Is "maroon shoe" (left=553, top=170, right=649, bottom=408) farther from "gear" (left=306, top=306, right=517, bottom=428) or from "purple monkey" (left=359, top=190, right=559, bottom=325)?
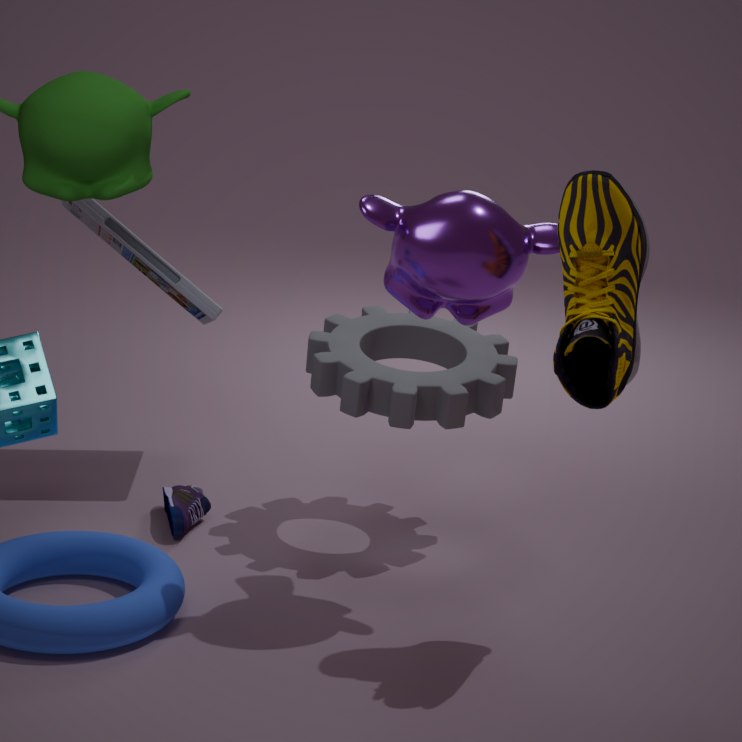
"gear" (left=306, top=306, right=517, bottom=428)
